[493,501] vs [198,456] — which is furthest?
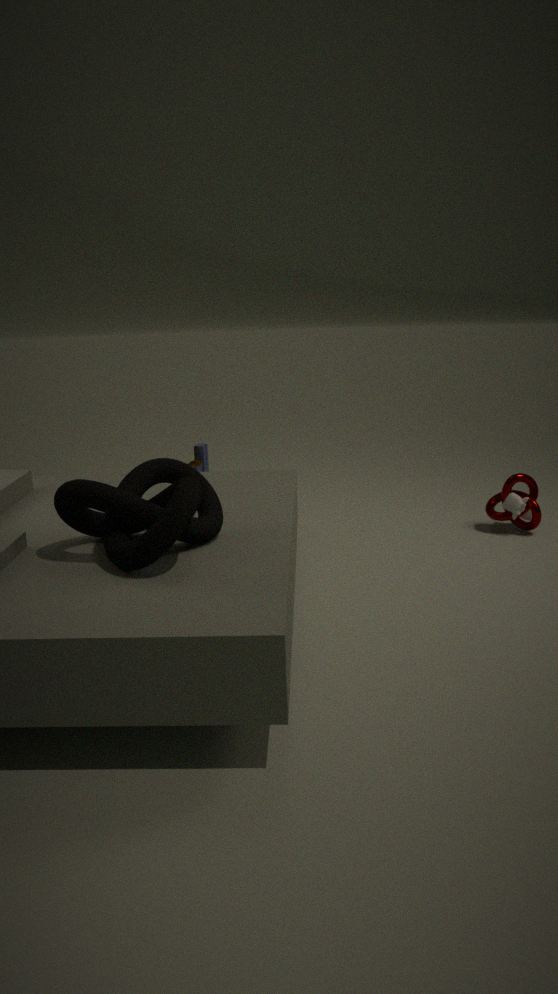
[198,456]
